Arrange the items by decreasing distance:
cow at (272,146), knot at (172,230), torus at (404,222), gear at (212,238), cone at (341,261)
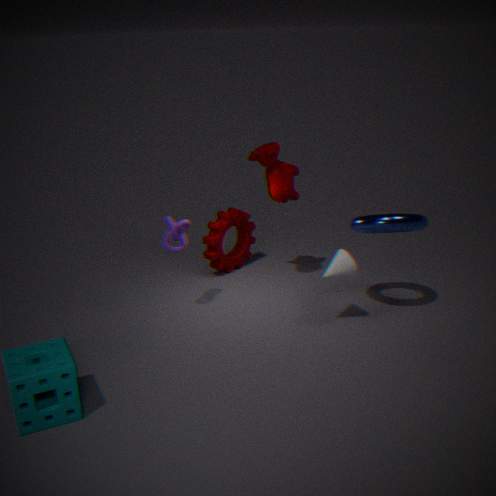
1. gear at (212,238)
2. cow at (272,146)
3. knot at (172,230)
4. cone at (341,261)
5. torus at (404,222)
